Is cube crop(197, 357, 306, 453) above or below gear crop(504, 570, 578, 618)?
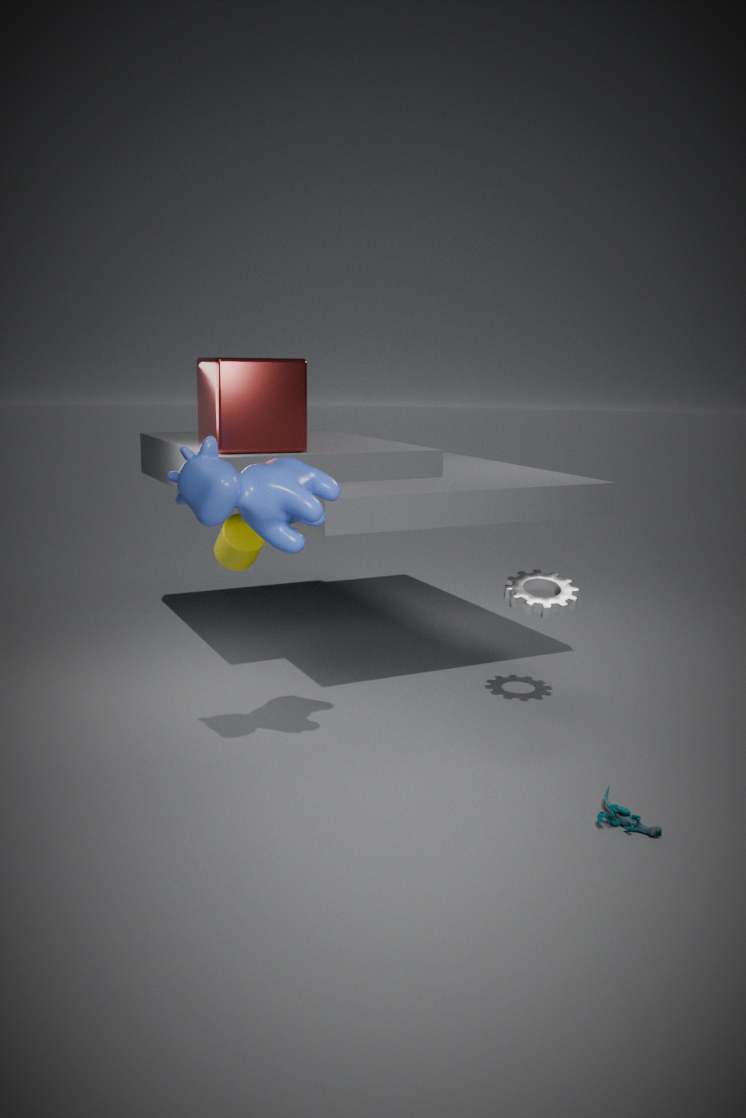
above
